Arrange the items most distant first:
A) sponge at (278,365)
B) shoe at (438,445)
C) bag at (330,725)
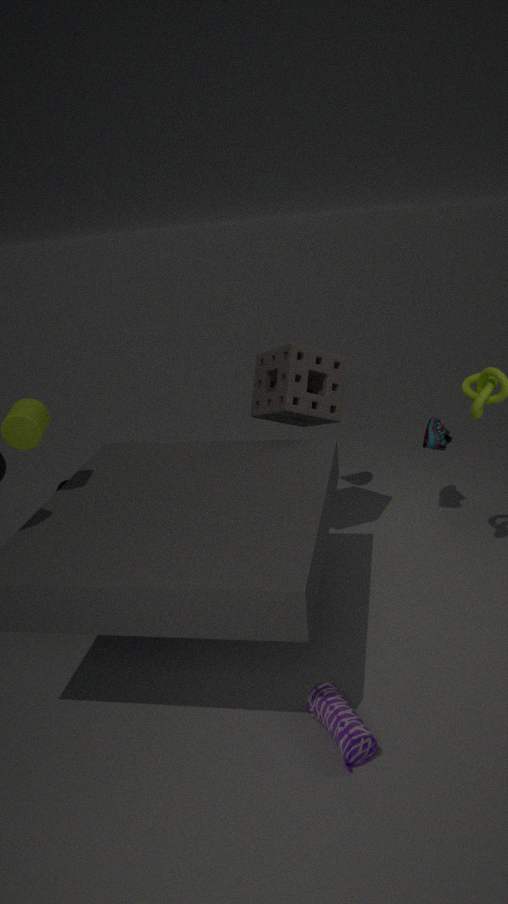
shoe at (438,445) < sponge at (278,365) < bag at (330,725)
